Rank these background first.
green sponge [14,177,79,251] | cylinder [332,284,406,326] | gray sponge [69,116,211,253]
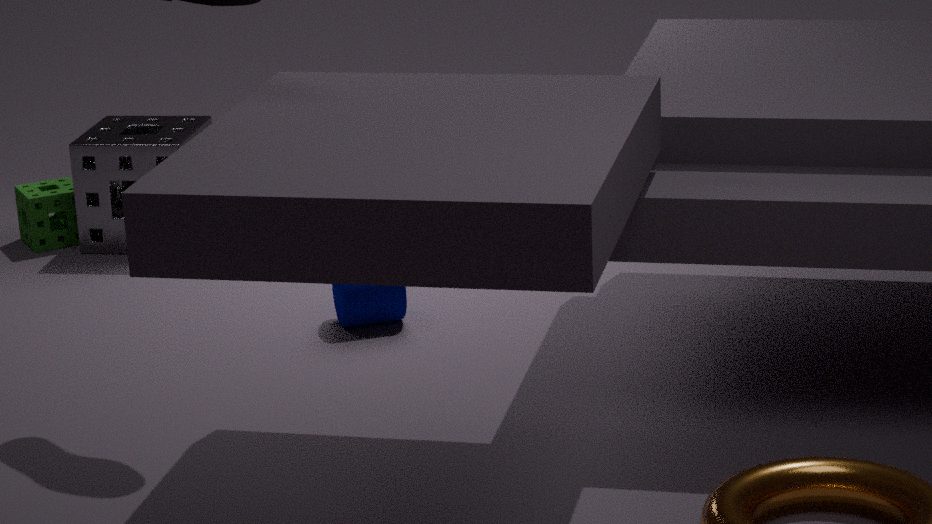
green sponge [14,177,79,251] < gray sponge [69,116,211,253] < cylinder [332,284,406,326]
